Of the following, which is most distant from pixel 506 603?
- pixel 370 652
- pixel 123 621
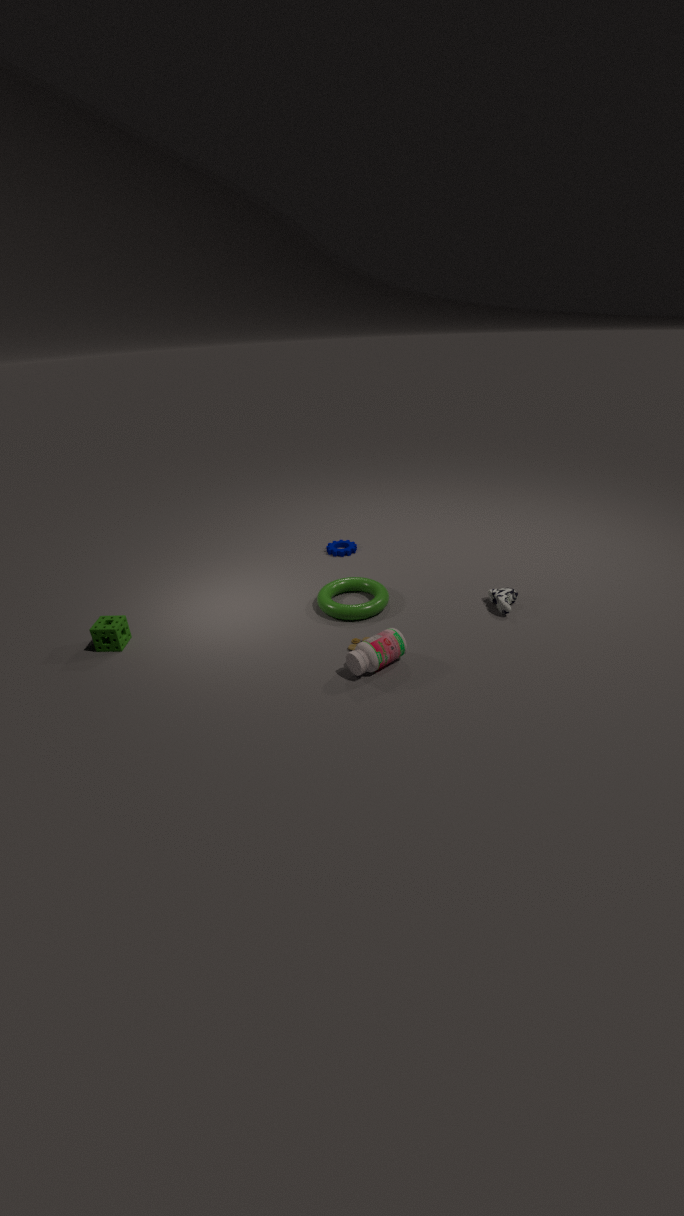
pixel 123 621
